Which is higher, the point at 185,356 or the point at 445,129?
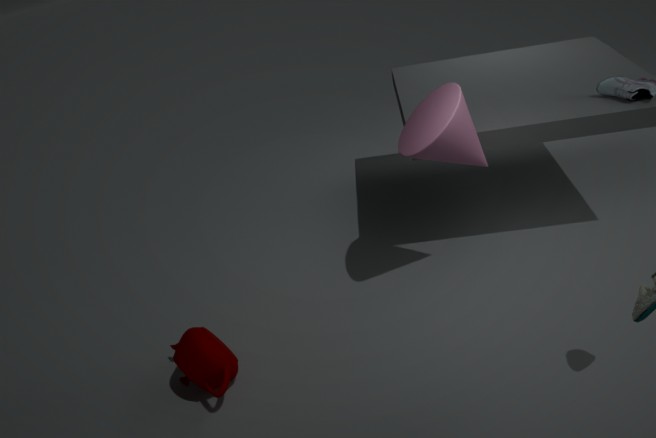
the point at 445,129
